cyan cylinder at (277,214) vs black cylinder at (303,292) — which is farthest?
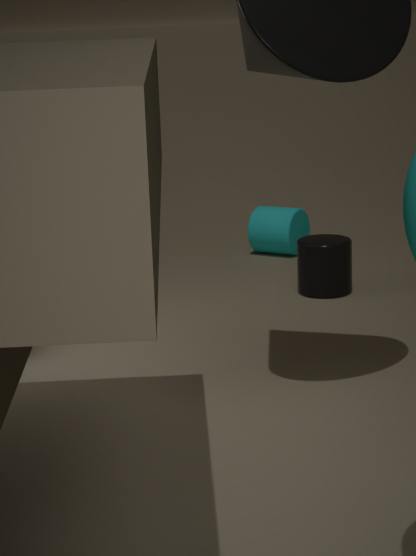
cyan cylinder at (277,214)
